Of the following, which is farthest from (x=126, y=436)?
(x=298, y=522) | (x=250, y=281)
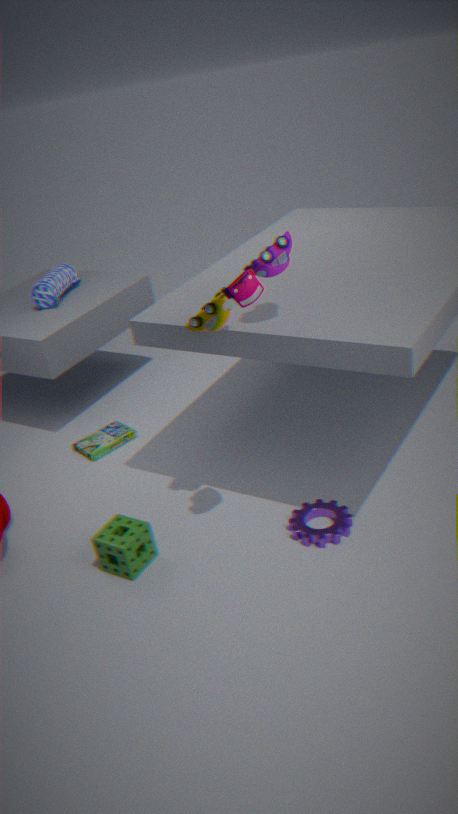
(x=250, y=281)
